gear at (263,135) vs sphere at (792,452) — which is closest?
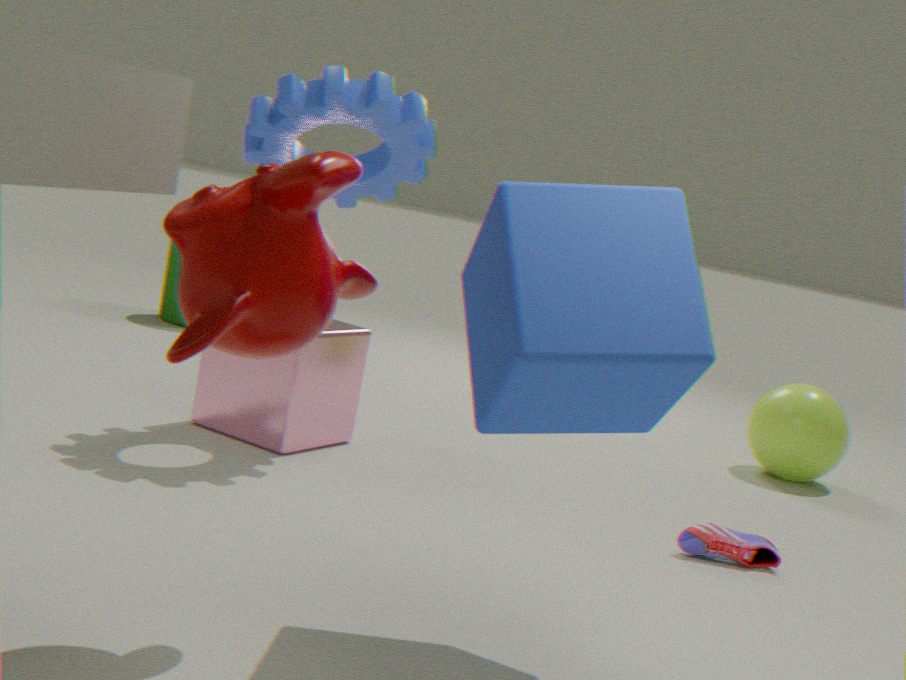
gear at (263,135)
